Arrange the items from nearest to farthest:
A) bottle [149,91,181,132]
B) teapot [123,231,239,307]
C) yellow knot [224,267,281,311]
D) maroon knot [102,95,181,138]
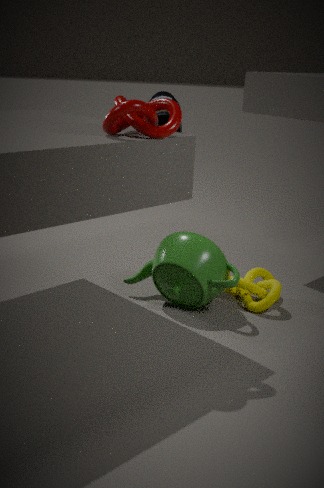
1. maroon knot [102,95,181,138]
2. teapot [123,231,239,307]
3. yellow knot [224,267,281,311]
4. bottle [149,91,181,132]
